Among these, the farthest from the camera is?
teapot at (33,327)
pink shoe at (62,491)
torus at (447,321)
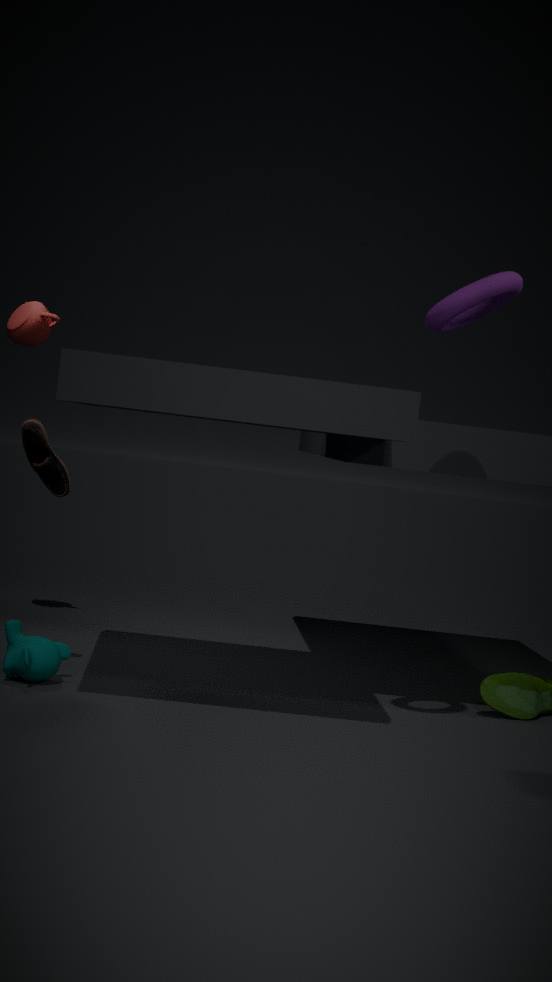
teapot at (33,327)
